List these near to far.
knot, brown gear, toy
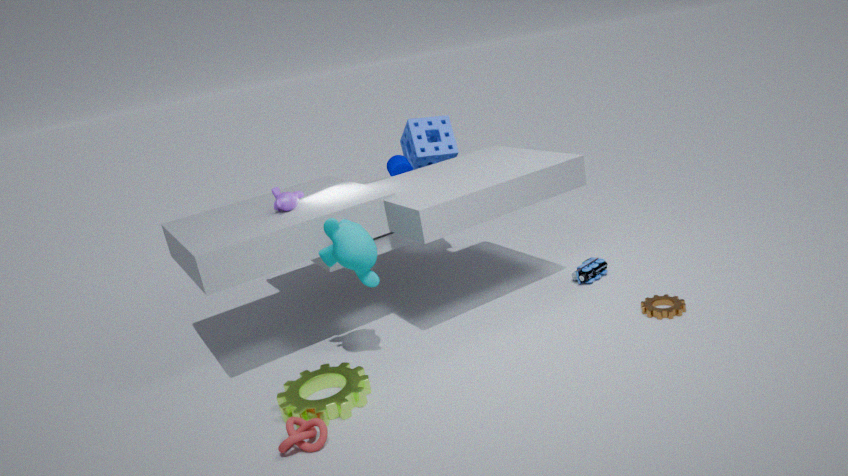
knot
brown gear
toy
